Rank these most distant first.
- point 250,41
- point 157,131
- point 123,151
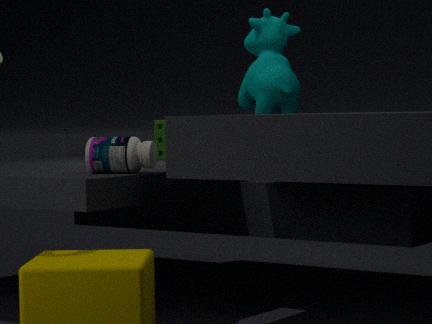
point 157,131 → point 250,41 → point 123,151
